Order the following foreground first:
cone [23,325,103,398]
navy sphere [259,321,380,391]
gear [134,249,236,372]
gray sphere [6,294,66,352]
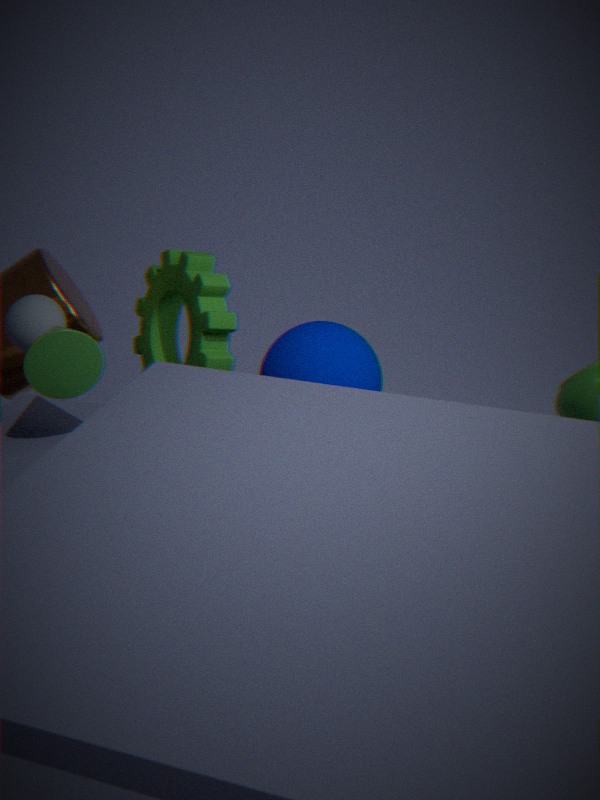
cone [23,325,103,398] < navy sphere [259,321,380,391] < gray sphere [6,294,66,352] < gear [134,249,236,372]
